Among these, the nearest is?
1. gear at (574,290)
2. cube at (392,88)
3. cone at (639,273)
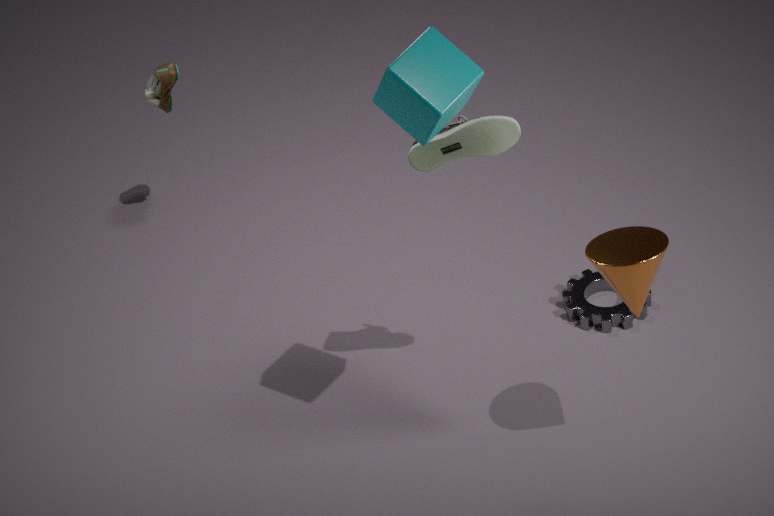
cube at (392,88)
